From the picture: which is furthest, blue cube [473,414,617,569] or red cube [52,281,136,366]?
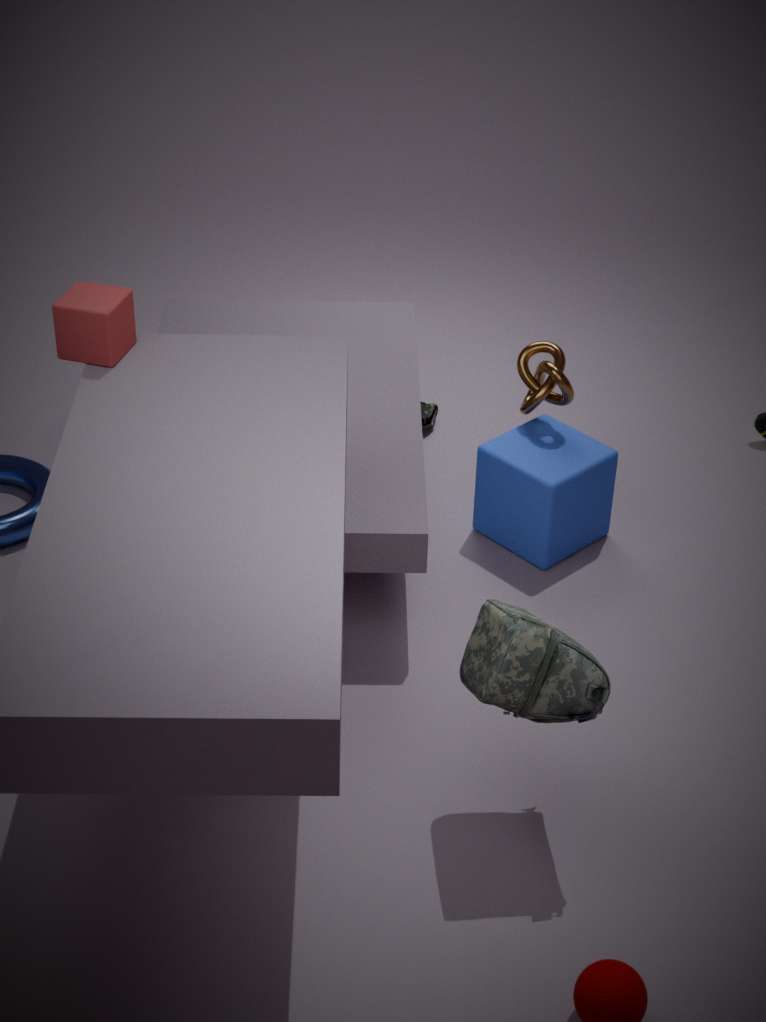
blue cube [473,414,617,569]
